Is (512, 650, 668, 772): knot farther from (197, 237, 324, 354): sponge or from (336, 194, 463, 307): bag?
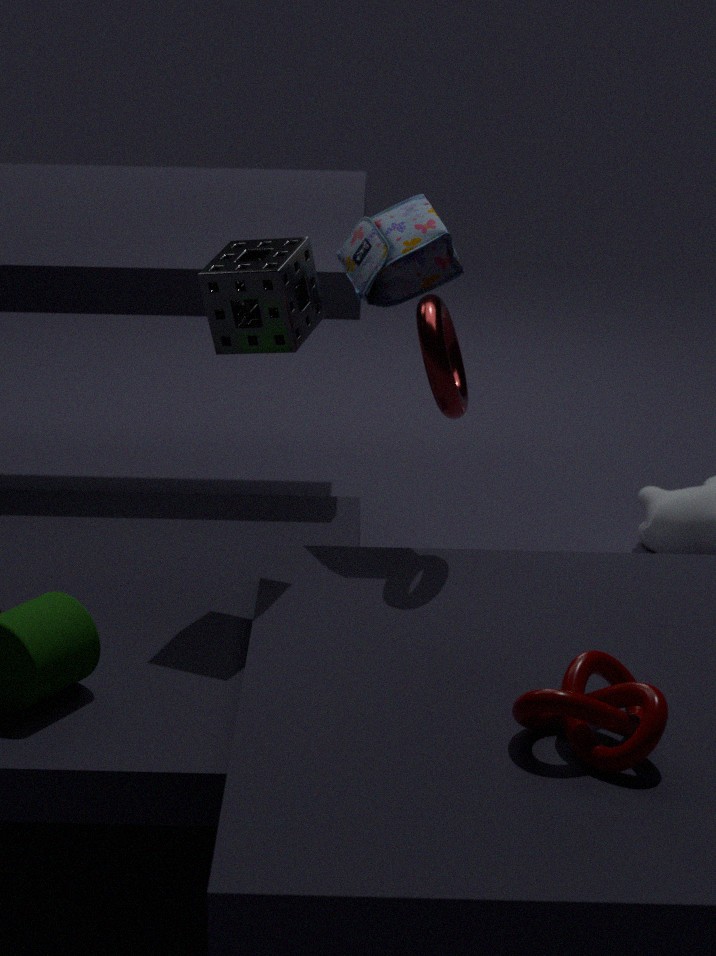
(336, 194, 463, 307): bag
